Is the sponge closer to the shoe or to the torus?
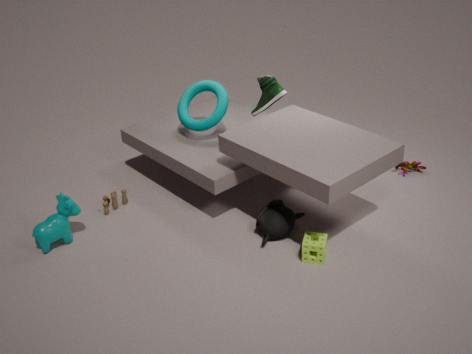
the shoe
